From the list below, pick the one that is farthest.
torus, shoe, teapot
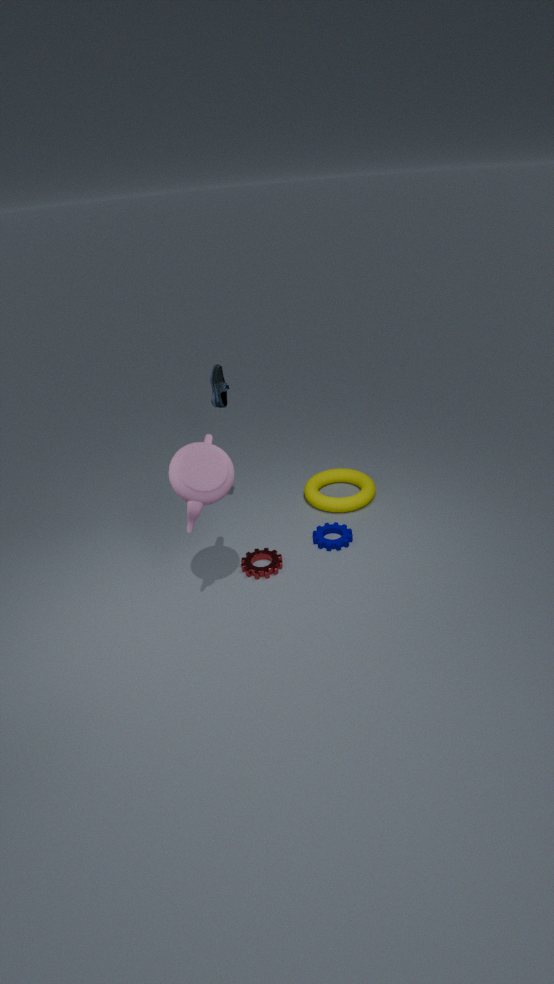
torus
